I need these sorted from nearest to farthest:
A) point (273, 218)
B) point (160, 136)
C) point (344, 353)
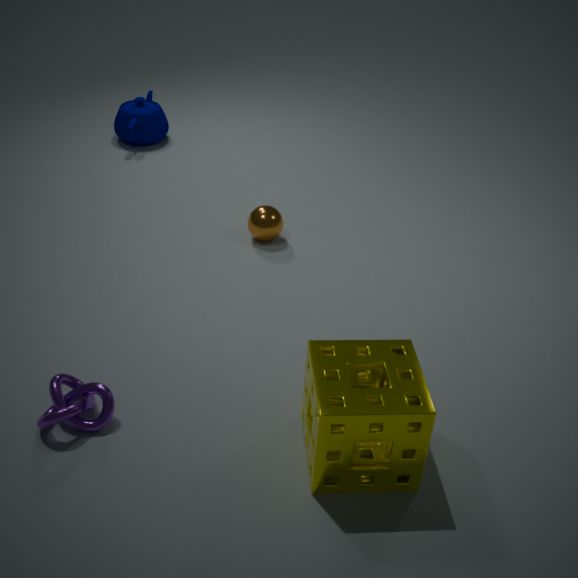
point (344, 353)
point (273, 218)
point (160, 136)
